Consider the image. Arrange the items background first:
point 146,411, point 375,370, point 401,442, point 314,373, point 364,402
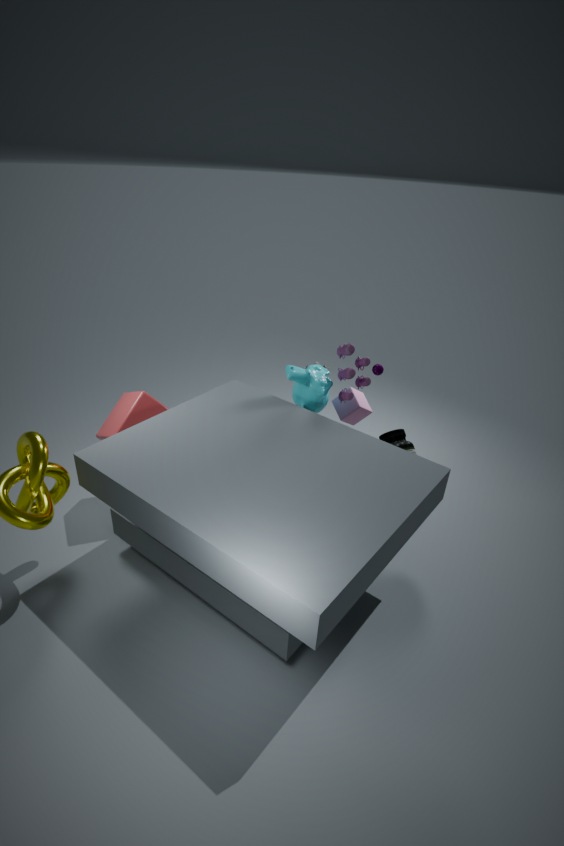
point 364,402
point 314,373
point 375,370
point 401,442
point 146,411
